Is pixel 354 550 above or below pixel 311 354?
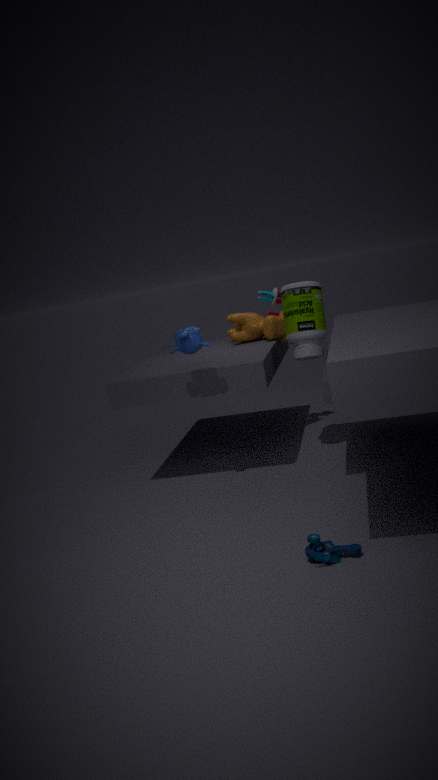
below
